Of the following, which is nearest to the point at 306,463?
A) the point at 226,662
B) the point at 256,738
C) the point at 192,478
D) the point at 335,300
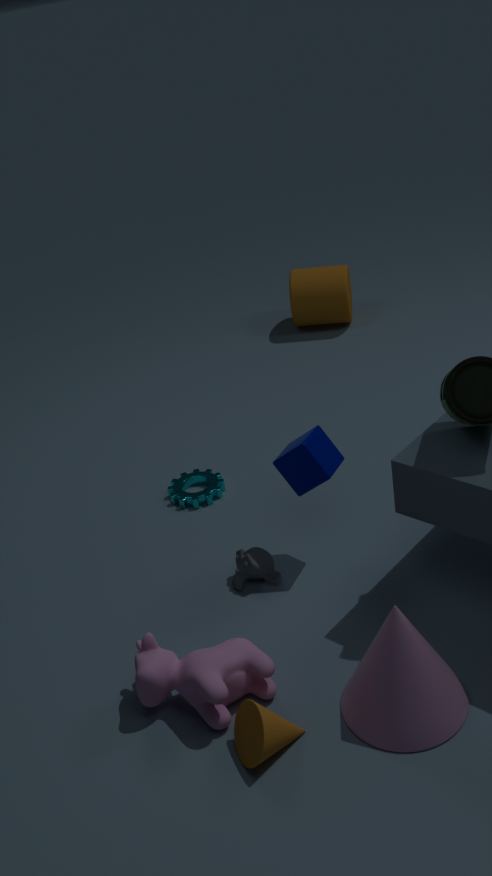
the point at 192,478
